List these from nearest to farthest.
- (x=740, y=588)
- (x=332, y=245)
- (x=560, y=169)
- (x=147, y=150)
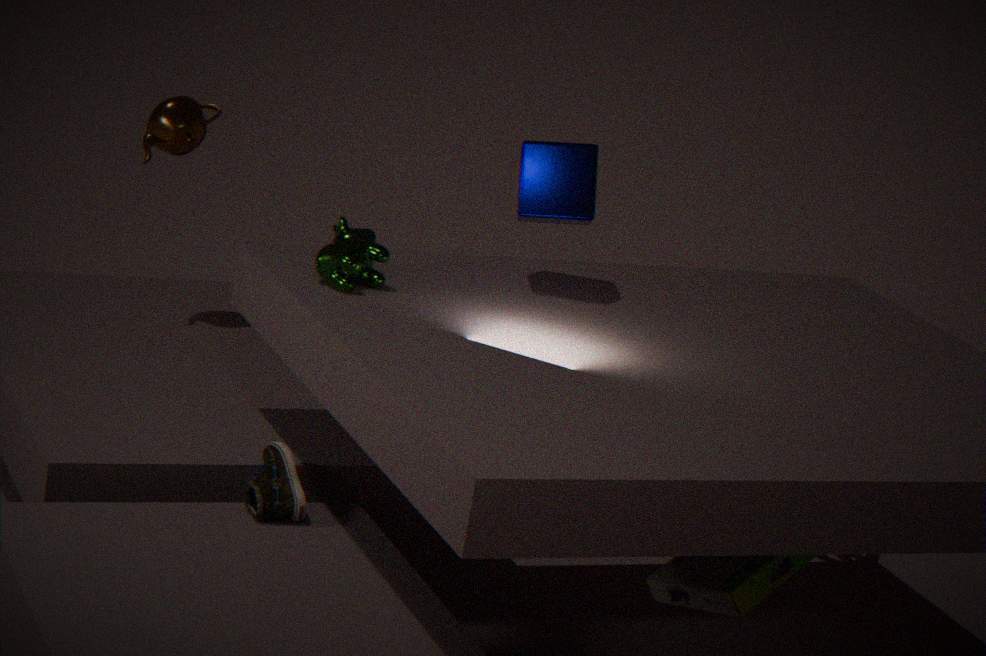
(x=740, y=588)
(x=332, y=245)
(x=560, y=169)
(x=147, y=150)
